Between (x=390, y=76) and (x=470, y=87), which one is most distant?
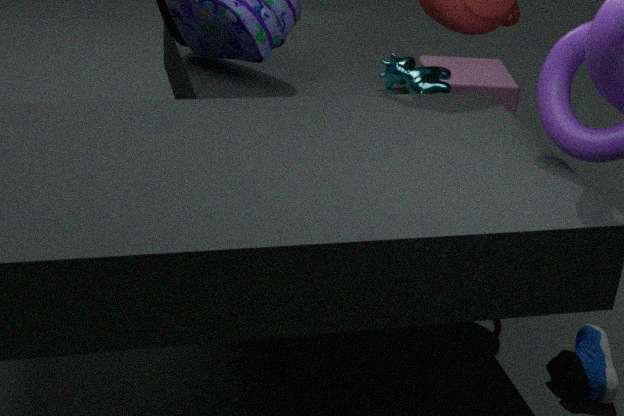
(x=470, y=87)
